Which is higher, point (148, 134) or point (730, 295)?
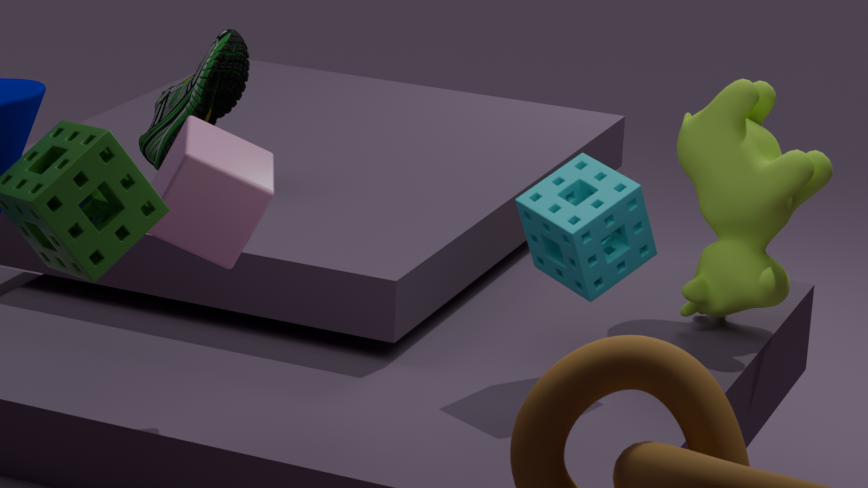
point (148, 134)
